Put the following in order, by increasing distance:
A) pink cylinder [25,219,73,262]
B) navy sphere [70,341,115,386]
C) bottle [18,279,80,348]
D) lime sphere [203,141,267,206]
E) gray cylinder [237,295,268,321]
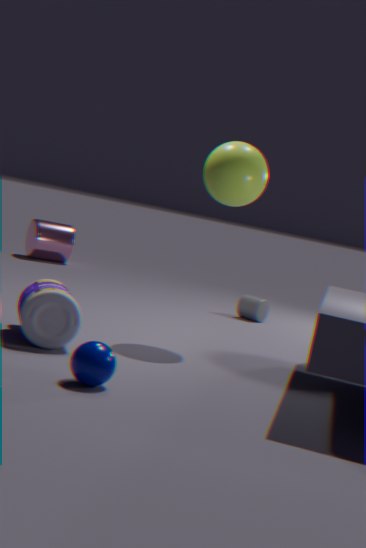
B. navy sphere [70,341,115,386]
C. bottle [18,279,80,348]
D. lime sphere [203,141,267,206]
E. gray cylinder [237,295,268,321]
A. pink cylinder [25,219,73,262]
